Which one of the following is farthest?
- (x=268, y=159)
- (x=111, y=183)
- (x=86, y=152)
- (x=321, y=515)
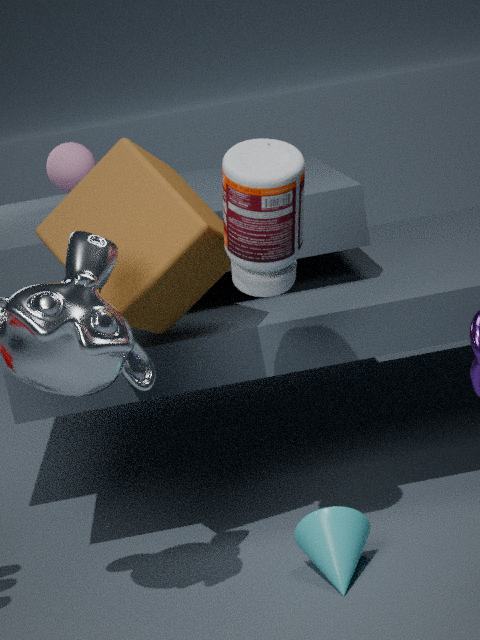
(x=86, y=152)
